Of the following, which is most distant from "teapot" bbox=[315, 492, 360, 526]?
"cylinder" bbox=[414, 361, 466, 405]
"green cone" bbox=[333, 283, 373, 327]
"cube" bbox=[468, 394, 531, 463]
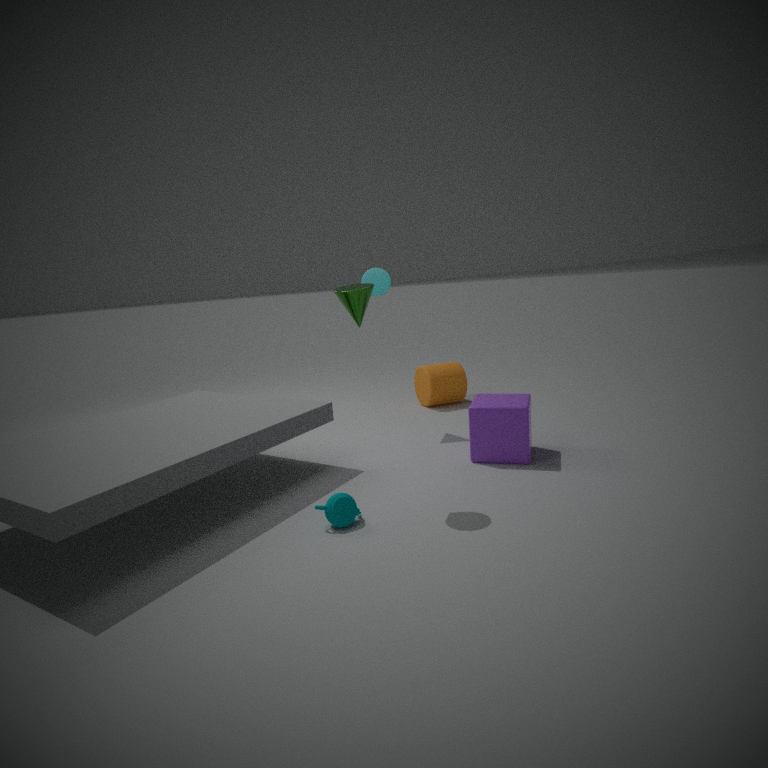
"cylinder" bbox=[414, 361, 466, 405]
